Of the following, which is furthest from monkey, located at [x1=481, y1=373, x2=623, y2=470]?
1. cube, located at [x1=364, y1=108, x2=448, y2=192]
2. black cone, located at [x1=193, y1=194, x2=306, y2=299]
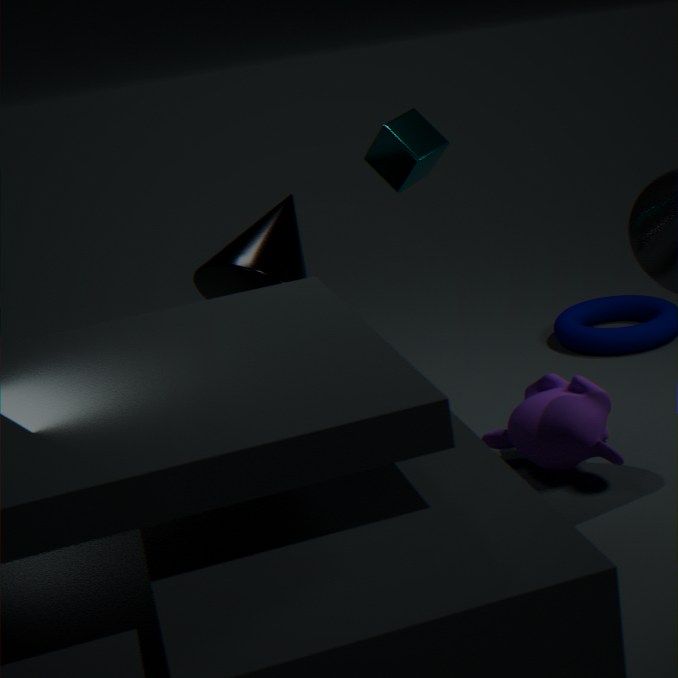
cube, located at [x1=364, y1=108, x2=448, y2=192]
